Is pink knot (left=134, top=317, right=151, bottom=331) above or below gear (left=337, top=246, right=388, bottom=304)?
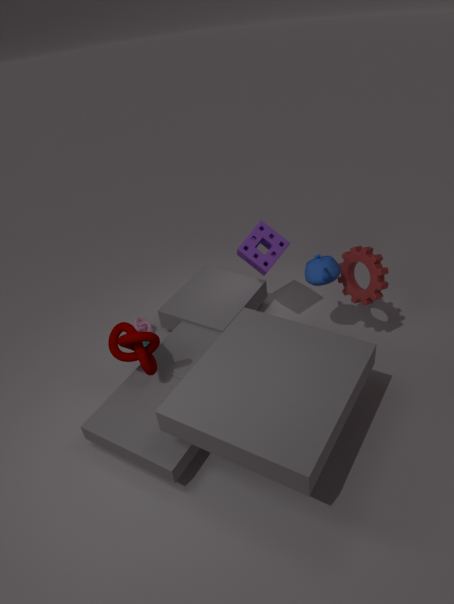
below
